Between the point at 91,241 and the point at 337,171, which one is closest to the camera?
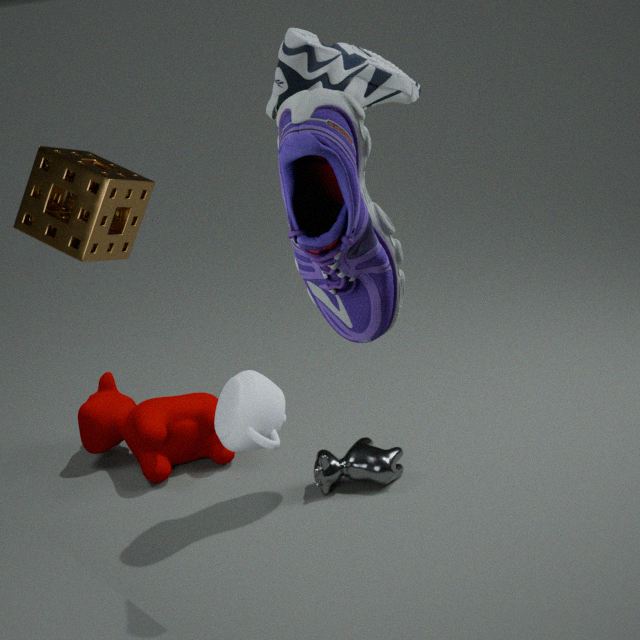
the point at 337,171
